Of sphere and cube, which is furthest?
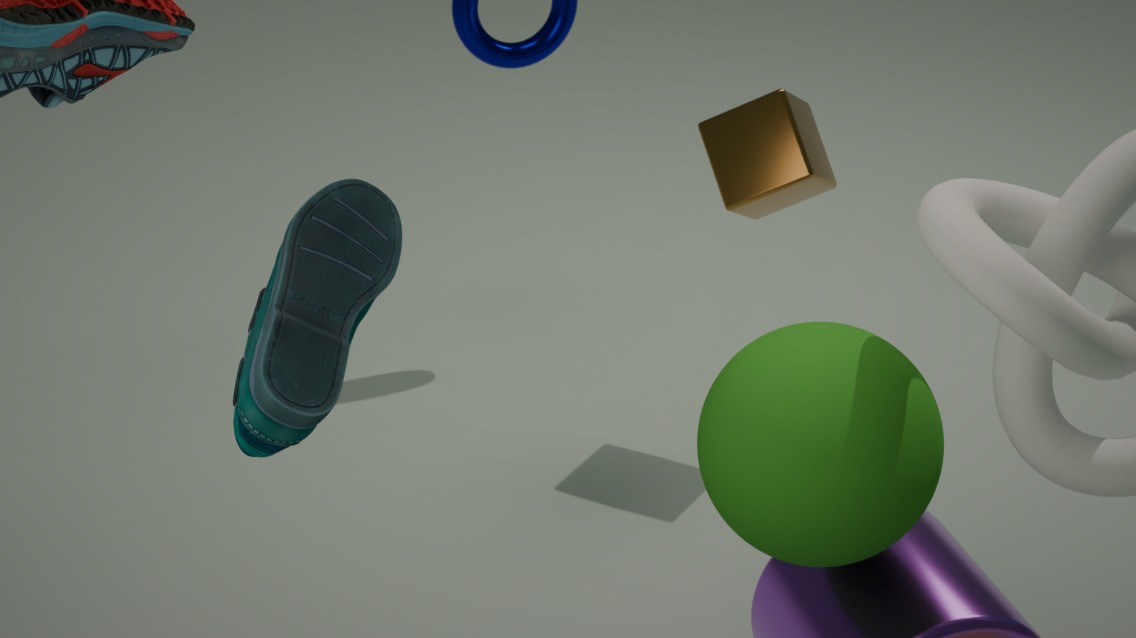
cube
